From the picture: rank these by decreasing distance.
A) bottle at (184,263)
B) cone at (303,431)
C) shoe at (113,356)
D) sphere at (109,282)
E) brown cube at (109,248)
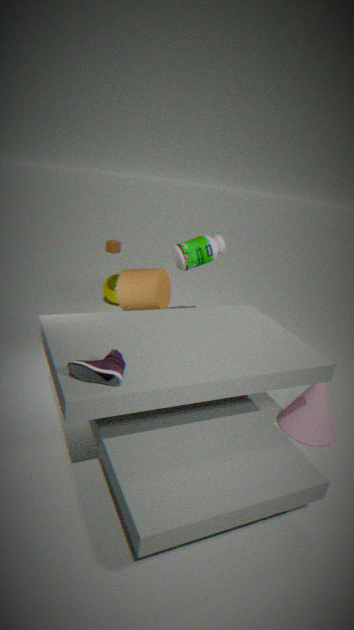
E. brown cube at (109,248), D. sphere at (109,282), A. bottle at (184,263), B. cone at (303,431), C. shoe at (113,356)
